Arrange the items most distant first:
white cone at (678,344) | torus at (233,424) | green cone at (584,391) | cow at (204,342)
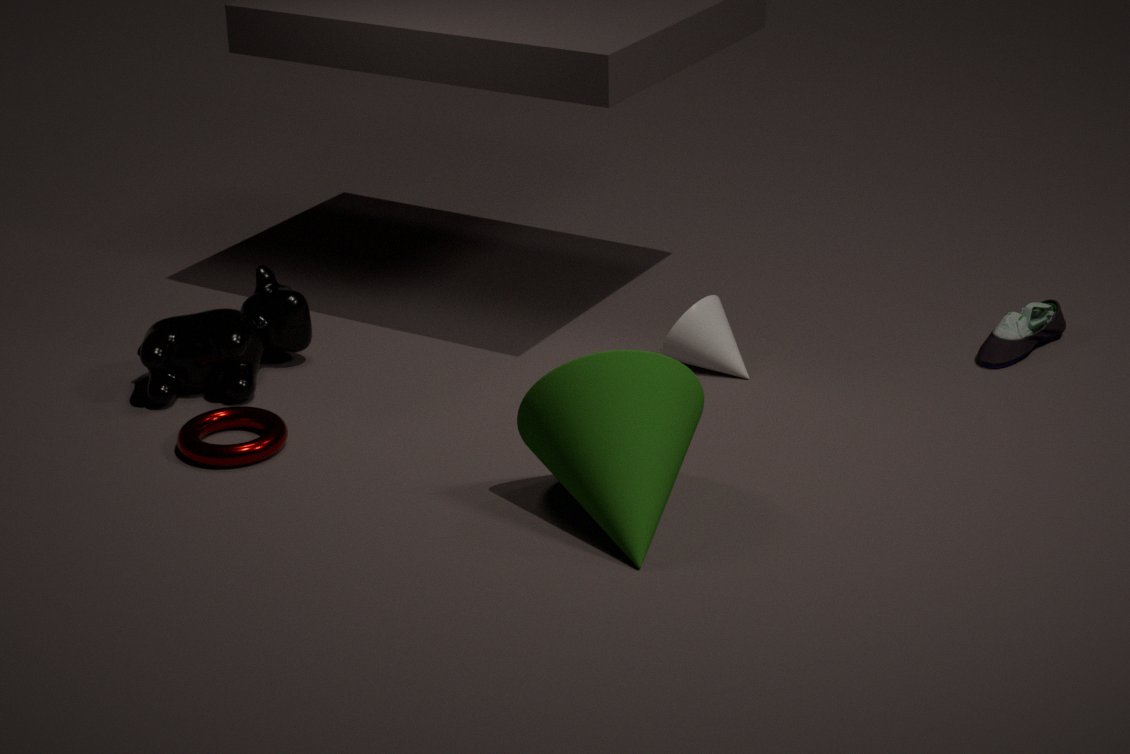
white cone at (678,344) → cow at (204,342) → torus at (233,424) → green cone at (584,391)
